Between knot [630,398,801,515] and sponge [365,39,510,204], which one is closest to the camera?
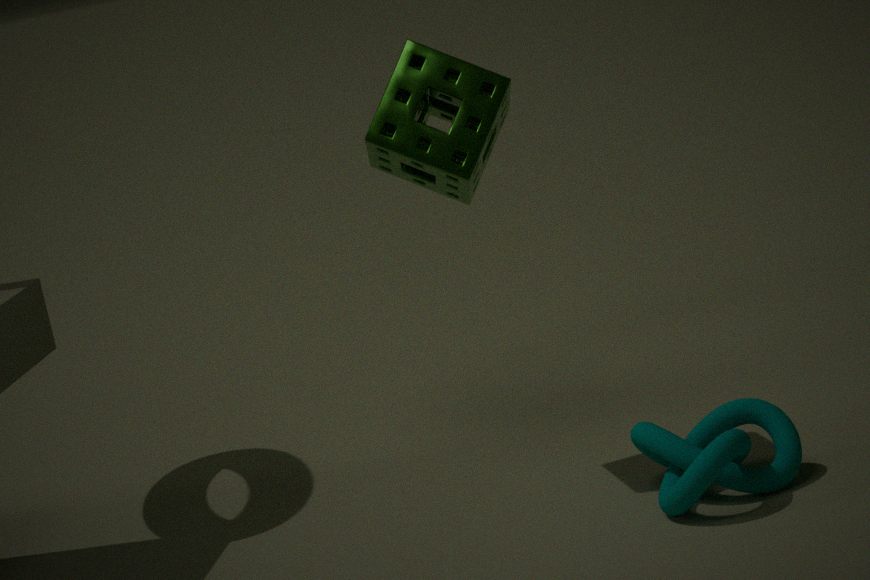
knot [630,398,801,515]
